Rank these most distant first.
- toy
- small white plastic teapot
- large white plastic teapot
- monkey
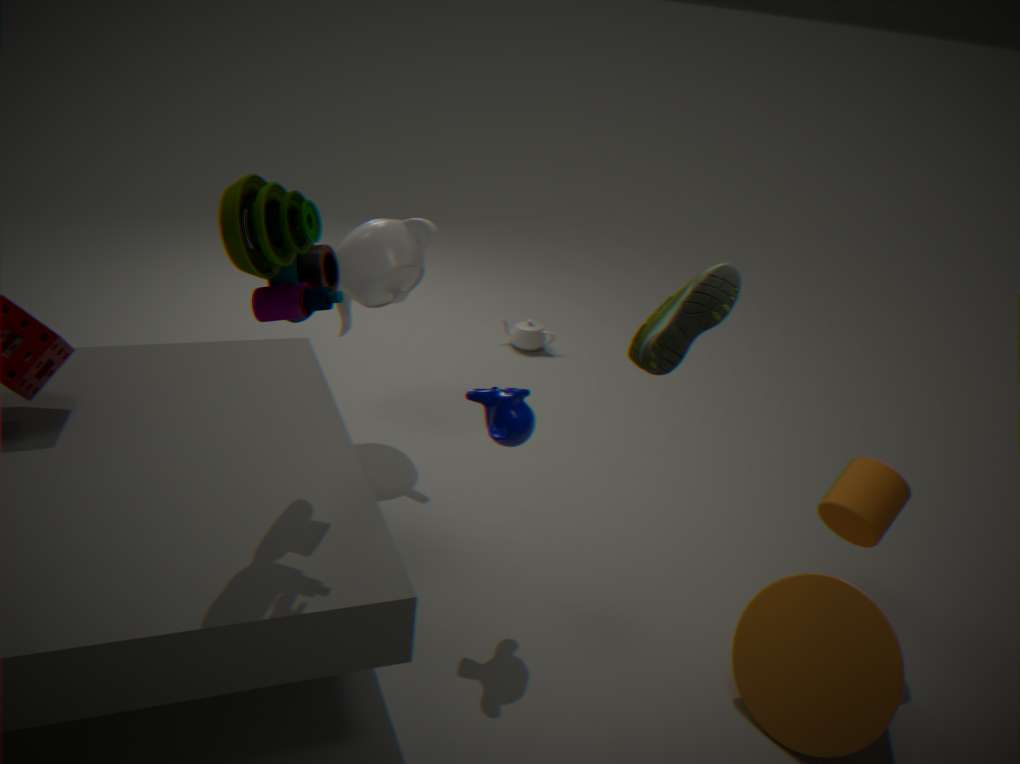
small white plastic teapot < large white plastic teapot < monkey < toy
